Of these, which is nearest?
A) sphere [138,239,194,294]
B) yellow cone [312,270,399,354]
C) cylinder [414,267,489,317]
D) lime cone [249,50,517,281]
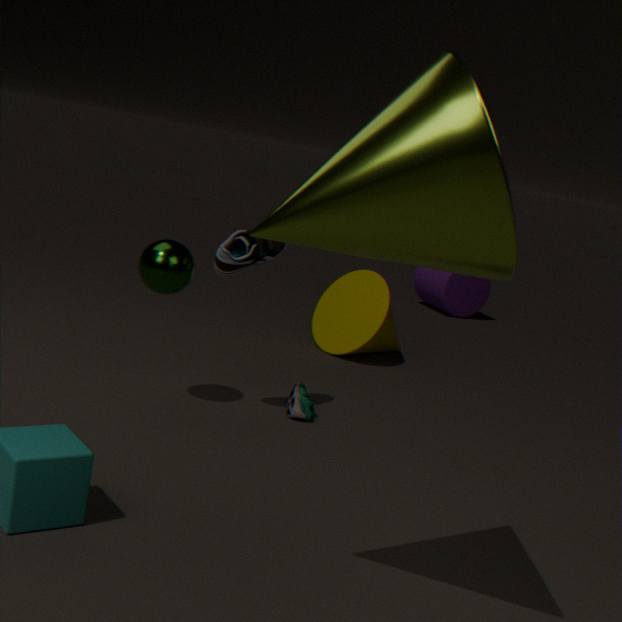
lime cone [249,50,517,281]
